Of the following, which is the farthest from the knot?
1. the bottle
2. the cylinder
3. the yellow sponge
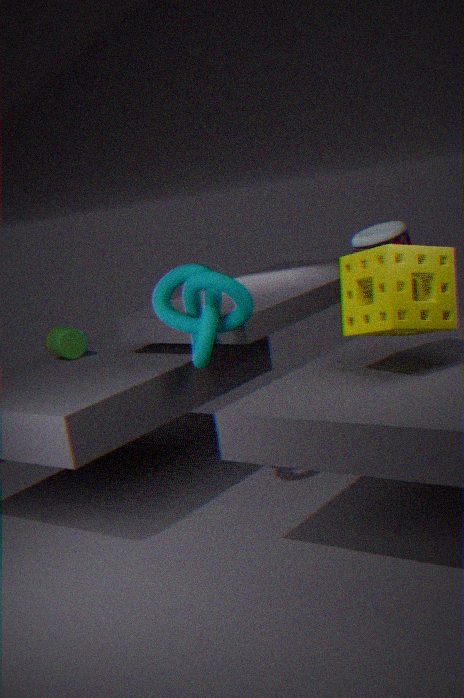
the bottle
